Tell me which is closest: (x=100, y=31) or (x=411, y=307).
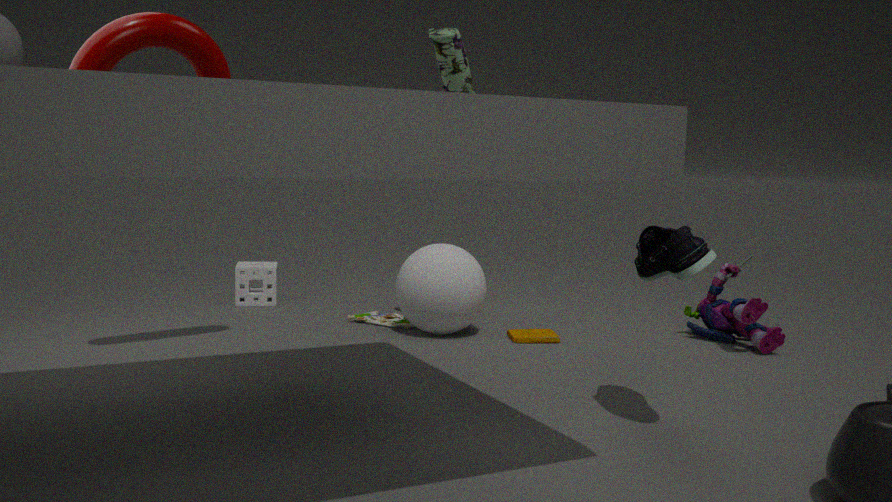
(x=100, y=31)
